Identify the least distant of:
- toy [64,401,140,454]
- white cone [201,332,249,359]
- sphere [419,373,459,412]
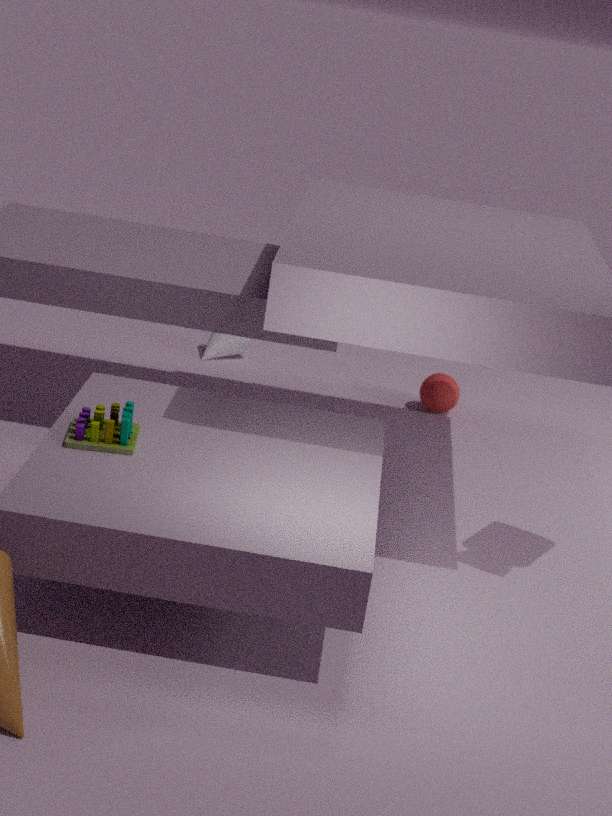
toy [64,401,140,454]
